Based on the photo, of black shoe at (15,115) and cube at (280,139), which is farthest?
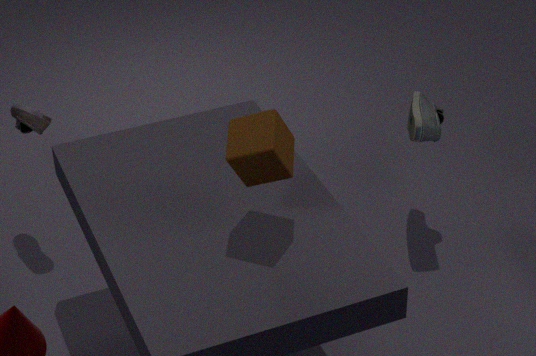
black shoe at (15,115)
